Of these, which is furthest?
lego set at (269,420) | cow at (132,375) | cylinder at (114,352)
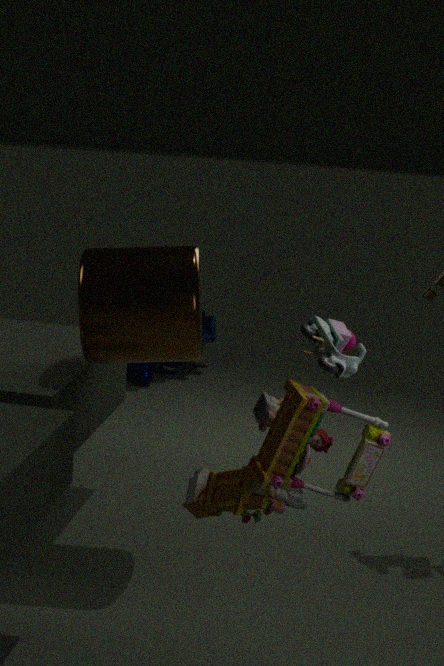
cow at (132,375)
